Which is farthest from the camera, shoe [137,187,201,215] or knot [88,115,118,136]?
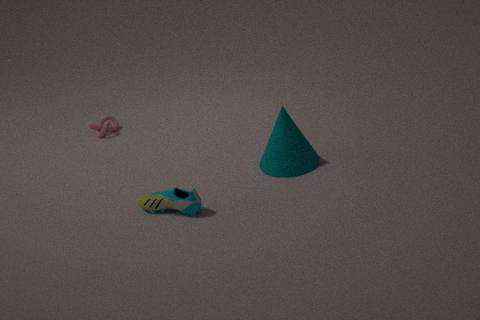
knot [88,115,118,136]
